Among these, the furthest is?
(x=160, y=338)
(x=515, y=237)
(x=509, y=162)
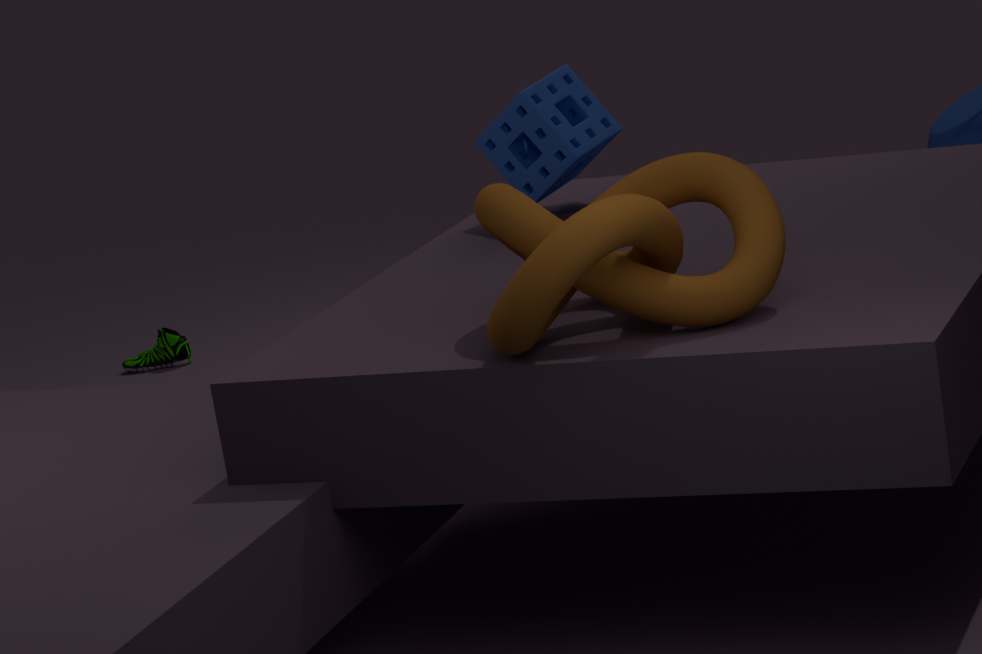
(x=160, y=338)
